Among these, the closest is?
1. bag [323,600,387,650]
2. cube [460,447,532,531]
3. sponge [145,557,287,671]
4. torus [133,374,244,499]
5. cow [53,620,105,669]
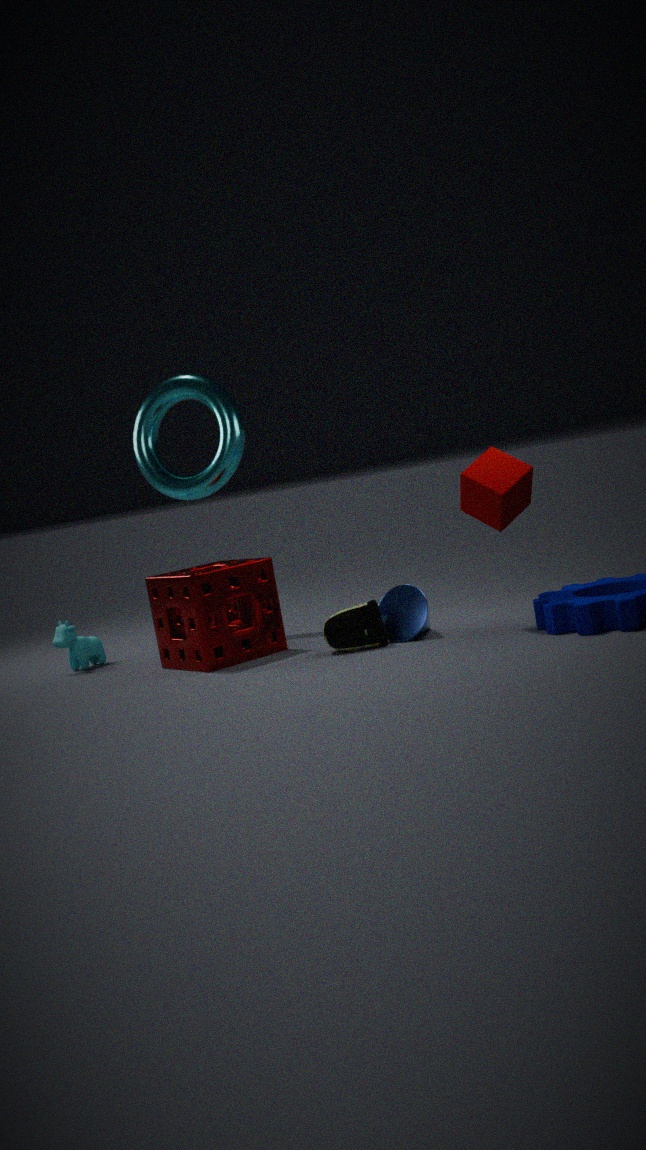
cube [460,447,532,531]
